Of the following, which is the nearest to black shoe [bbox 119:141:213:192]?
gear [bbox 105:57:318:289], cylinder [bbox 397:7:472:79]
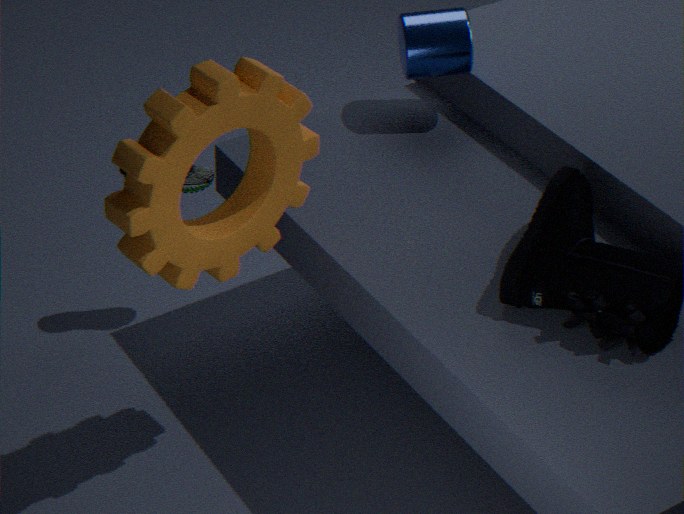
gear [bbox 105:57:318:289]
